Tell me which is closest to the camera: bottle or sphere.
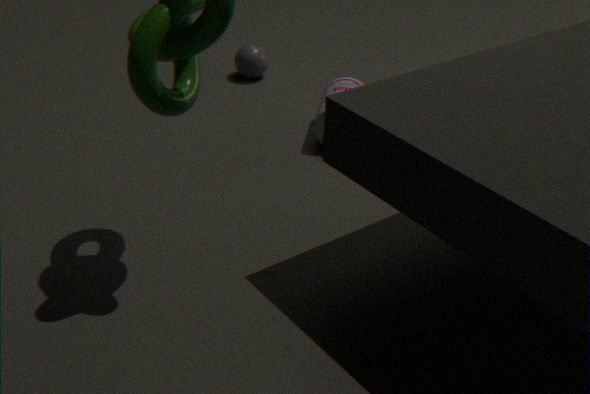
bottle
